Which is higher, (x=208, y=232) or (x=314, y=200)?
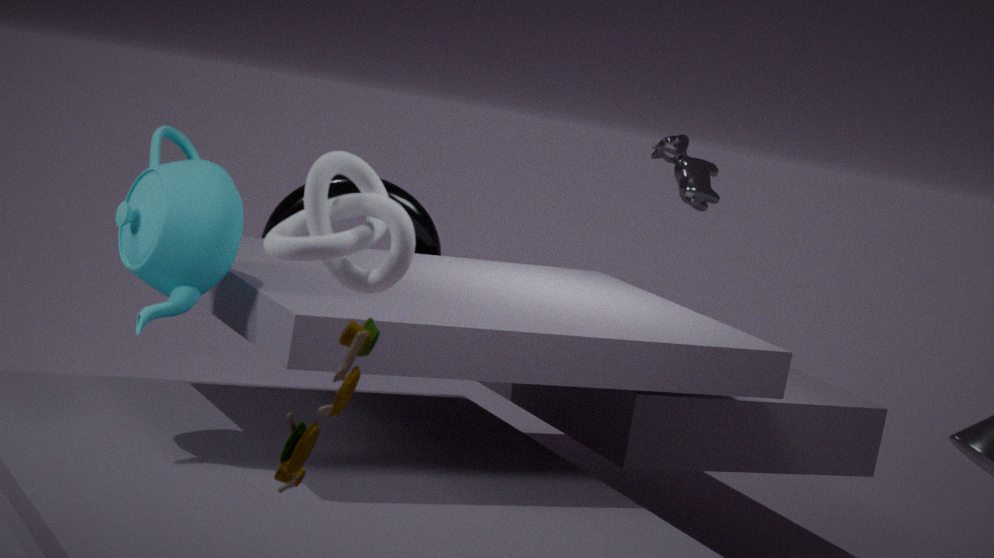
(x=314, y=200)
